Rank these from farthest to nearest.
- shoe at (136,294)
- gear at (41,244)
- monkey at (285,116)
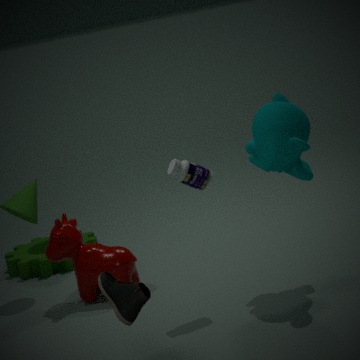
gear at (41,244) < monkey at (285,116) < shoe at (136,294)
